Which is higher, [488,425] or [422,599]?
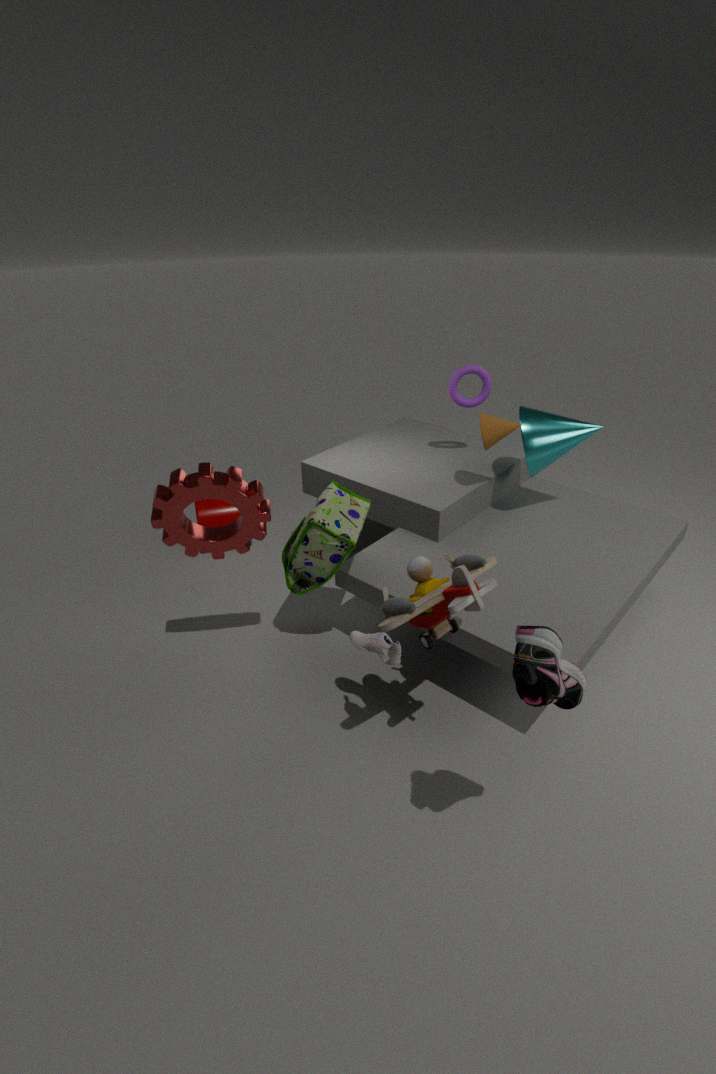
[488,425]
